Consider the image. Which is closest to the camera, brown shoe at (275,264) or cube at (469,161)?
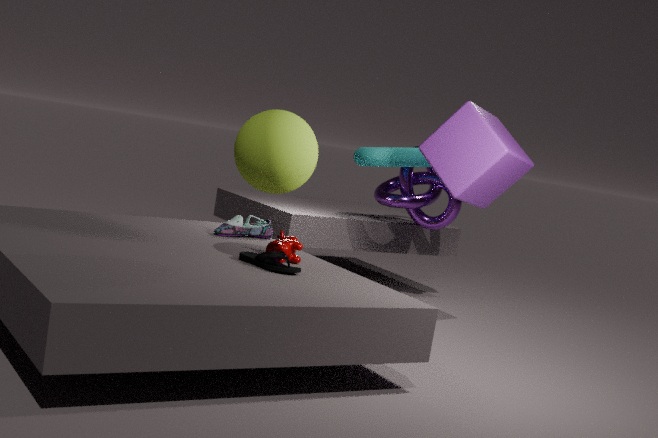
brown shoe at (275,264)
